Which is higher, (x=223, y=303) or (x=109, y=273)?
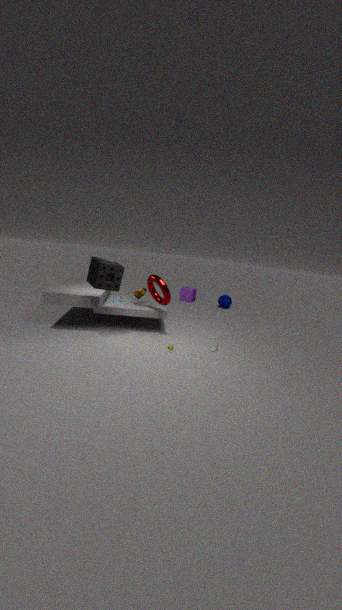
(x=109, y=273)
